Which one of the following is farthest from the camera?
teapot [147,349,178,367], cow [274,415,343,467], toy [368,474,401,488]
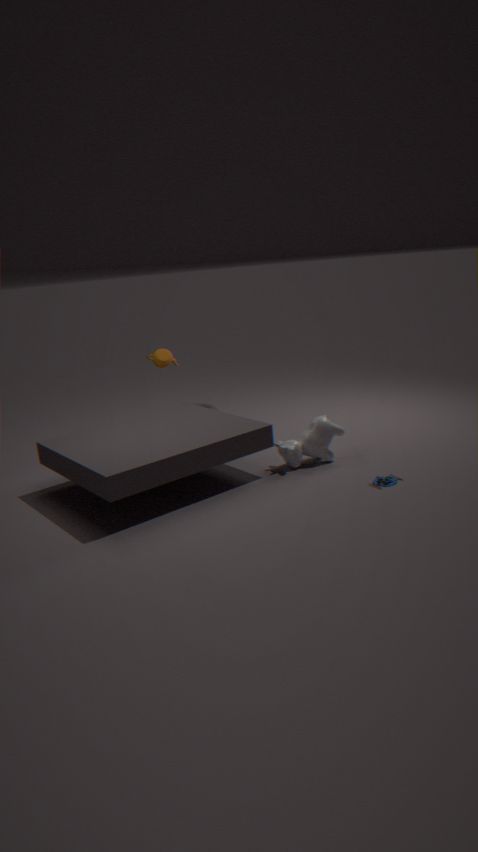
teapot [147,349,178,367]
